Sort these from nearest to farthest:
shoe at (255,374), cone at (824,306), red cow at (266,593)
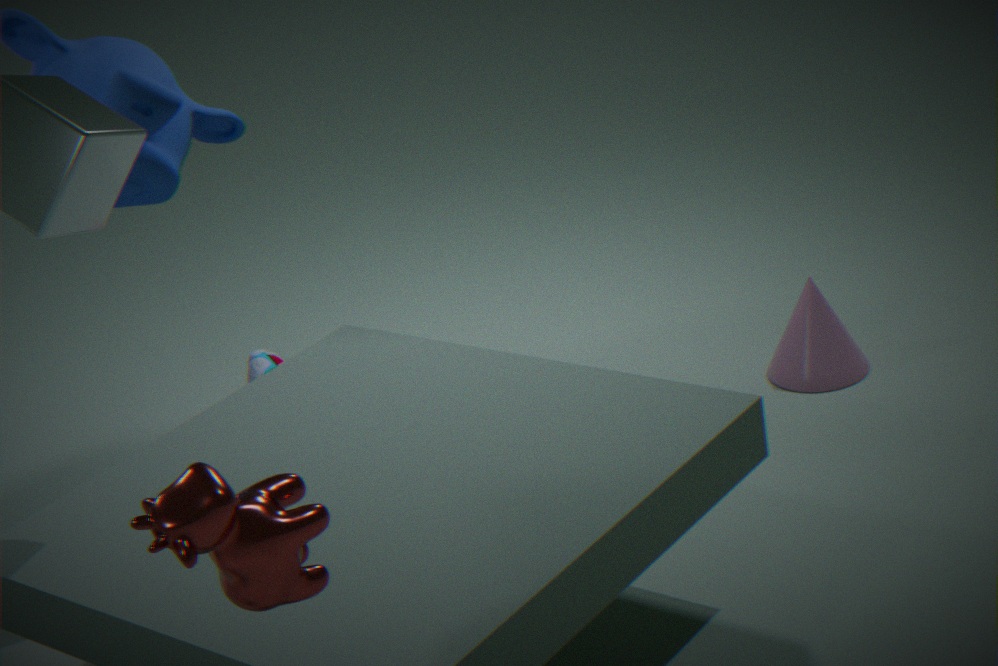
red cow at (266,593) → cone at (824,306) → shoe at (255,374)
